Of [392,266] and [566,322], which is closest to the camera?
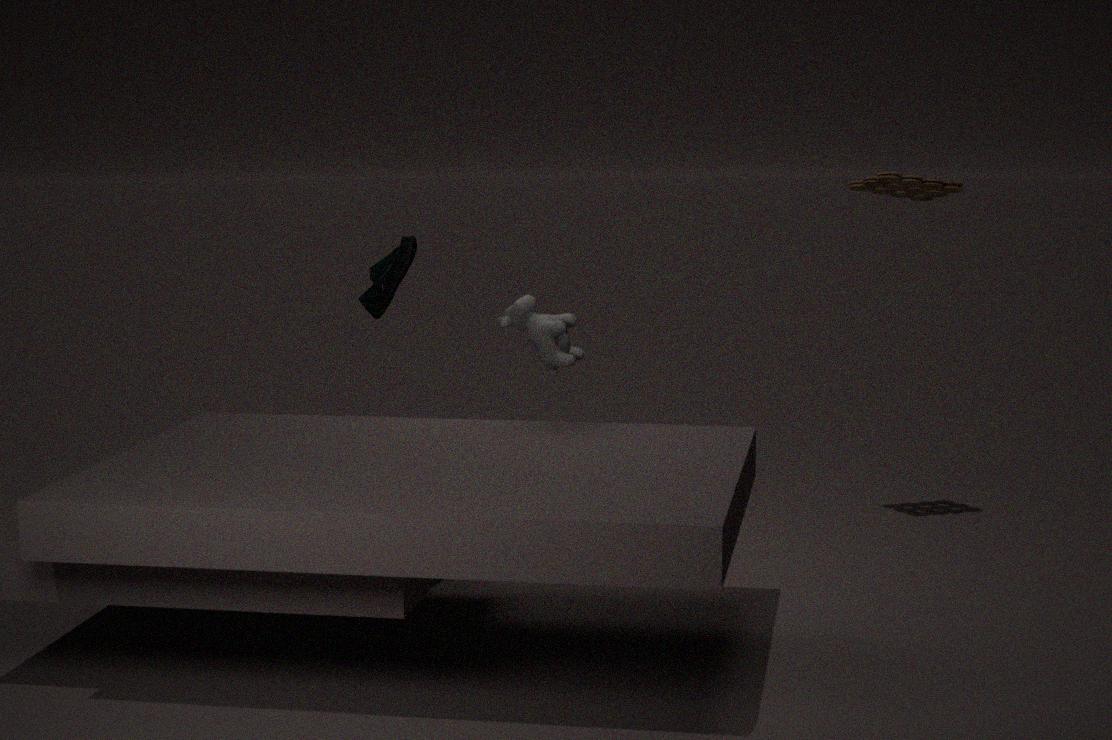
[566,322]
